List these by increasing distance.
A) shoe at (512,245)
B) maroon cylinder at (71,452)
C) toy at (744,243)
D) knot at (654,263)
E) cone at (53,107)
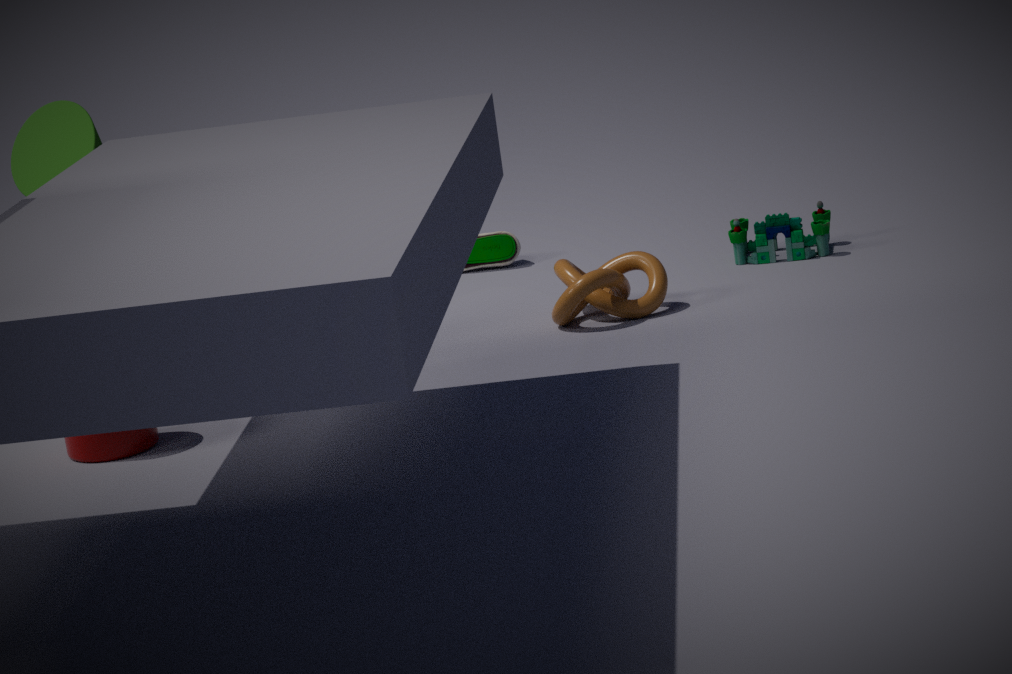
maroon cylinder at (71,452)
cone at (53,107)
knot at (654,263)
toy at (744,243)
shoe at (512,245)
